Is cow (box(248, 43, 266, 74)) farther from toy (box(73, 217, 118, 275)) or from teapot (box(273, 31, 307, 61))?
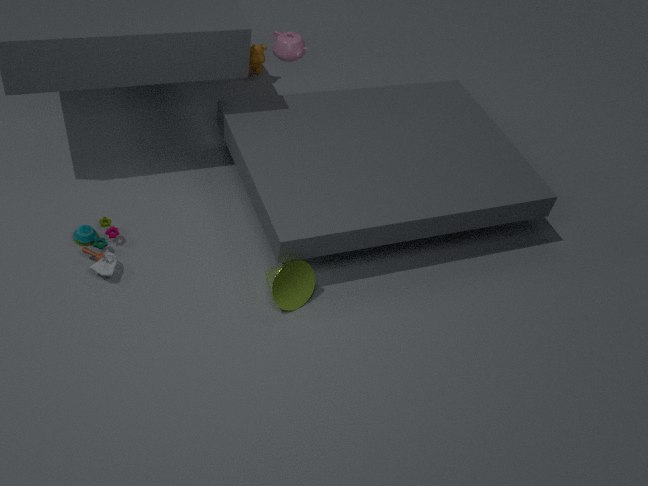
toy (box(73, 217, 118, 275))
